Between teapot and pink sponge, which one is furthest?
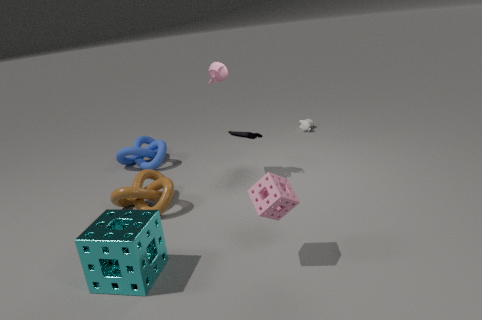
teapot
